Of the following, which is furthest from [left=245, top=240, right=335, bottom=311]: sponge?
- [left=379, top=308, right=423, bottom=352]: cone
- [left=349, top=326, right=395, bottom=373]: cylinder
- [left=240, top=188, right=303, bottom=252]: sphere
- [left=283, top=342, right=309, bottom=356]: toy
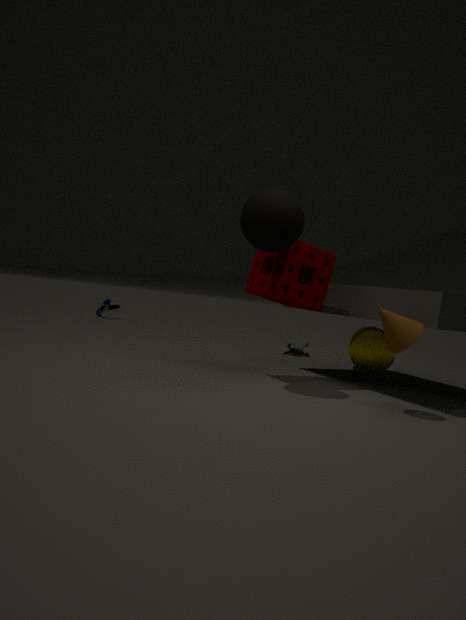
[left=283, top=342, right=309, bottom=356]: toy
